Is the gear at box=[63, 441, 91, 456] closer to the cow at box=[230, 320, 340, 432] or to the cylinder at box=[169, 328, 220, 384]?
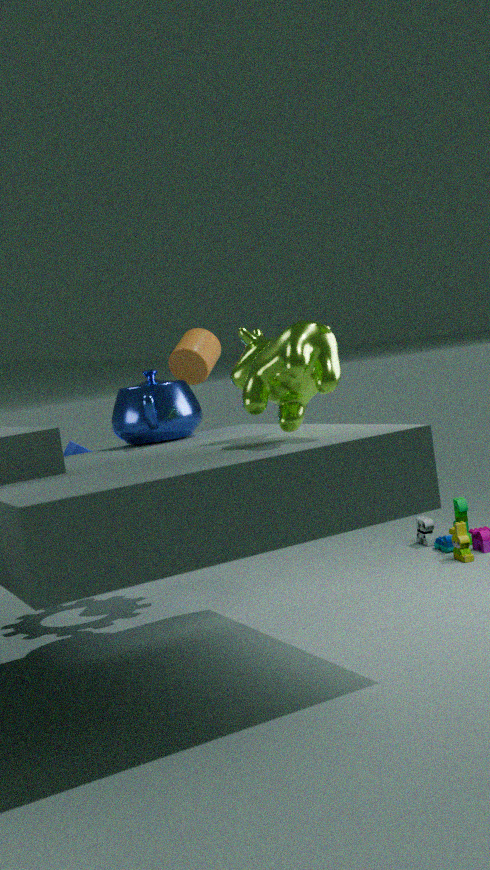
the cylinder at box=[169, 328, 220, 384]
